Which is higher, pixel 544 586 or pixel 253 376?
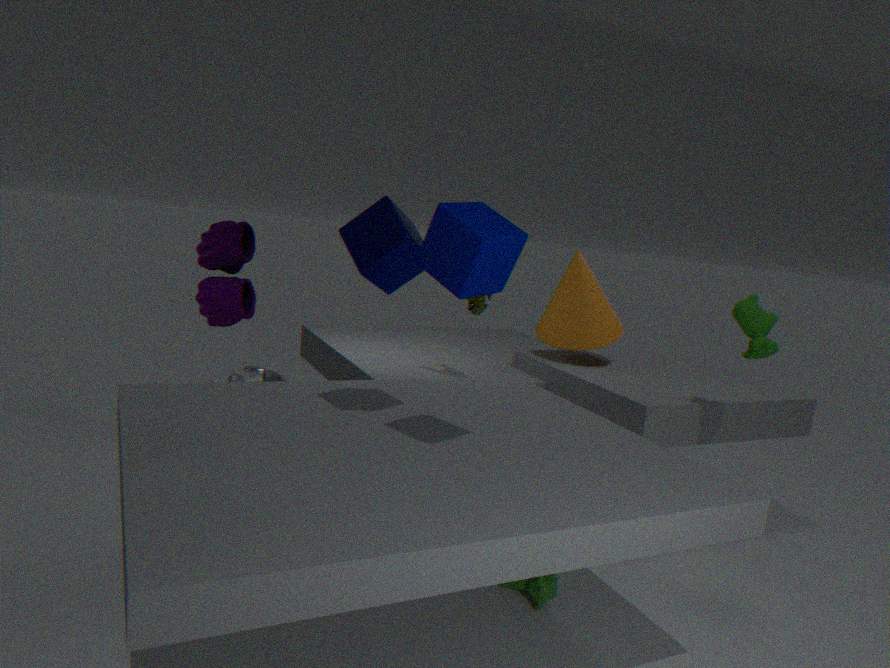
pixel 253 376
